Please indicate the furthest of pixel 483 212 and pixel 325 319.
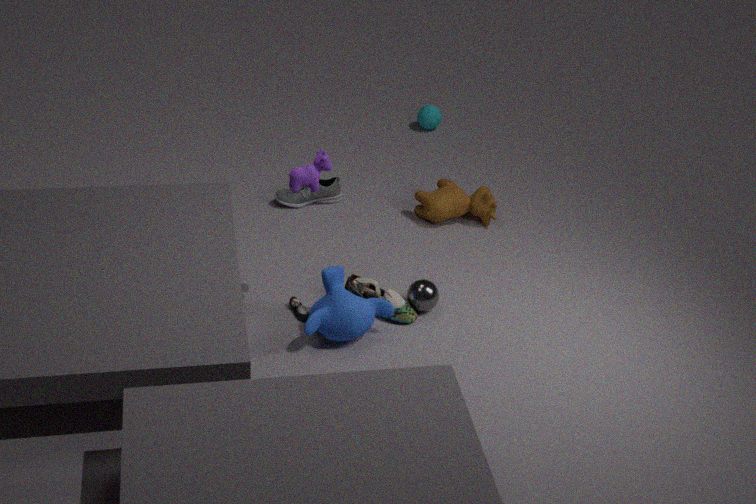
pixel 483 212
